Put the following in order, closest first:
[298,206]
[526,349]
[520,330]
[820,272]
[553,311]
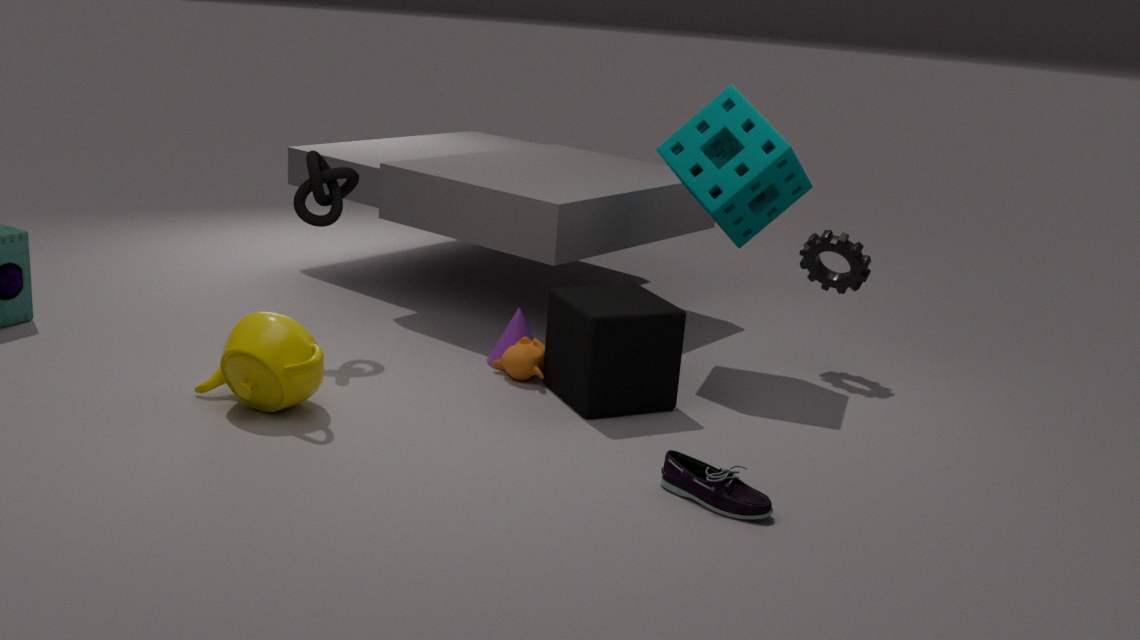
1. [553,311]
2. [526,349]
3. [298,206]
4. [520,330]
5. [820,272]
